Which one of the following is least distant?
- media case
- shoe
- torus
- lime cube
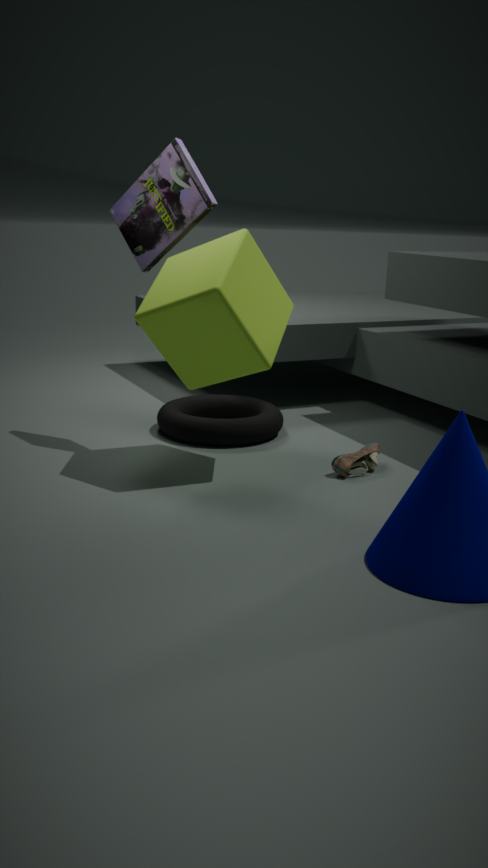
lime cube
